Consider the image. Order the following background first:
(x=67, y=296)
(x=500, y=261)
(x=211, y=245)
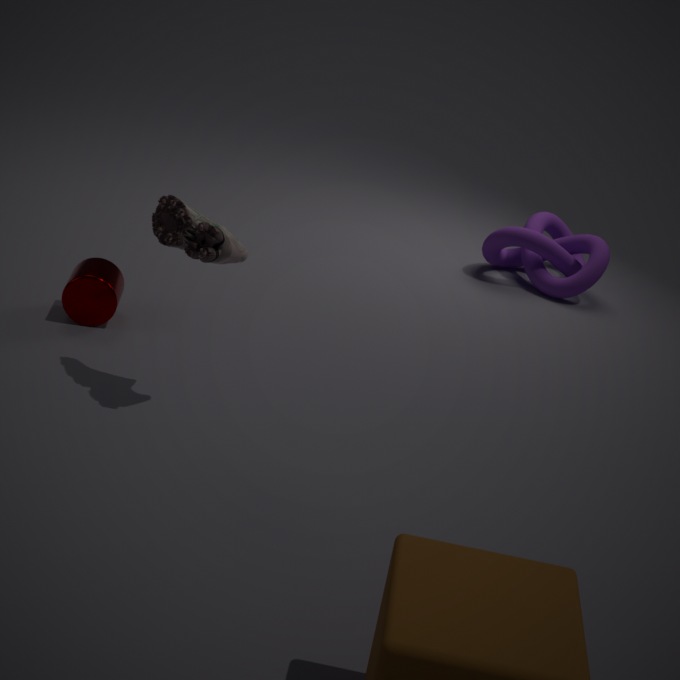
(x=500, y=261)
(x=67, y=296)
(x=211, y=245)
